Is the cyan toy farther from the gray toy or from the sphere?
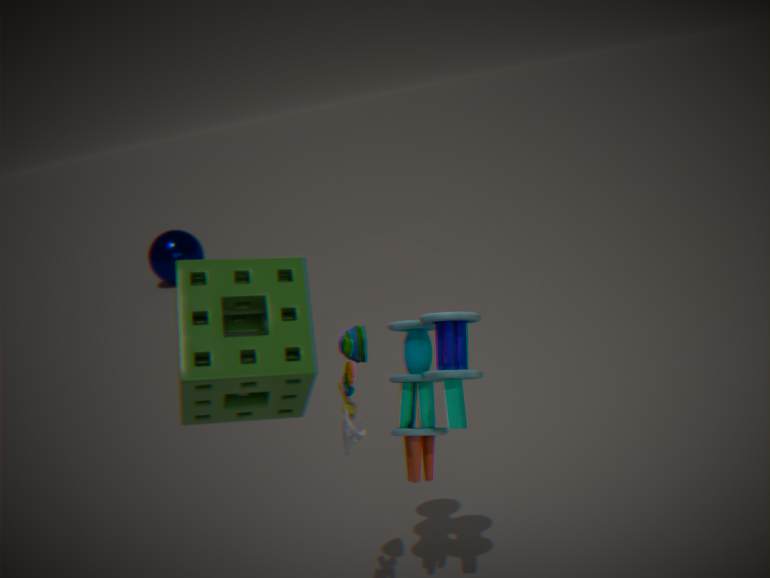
the sphere
